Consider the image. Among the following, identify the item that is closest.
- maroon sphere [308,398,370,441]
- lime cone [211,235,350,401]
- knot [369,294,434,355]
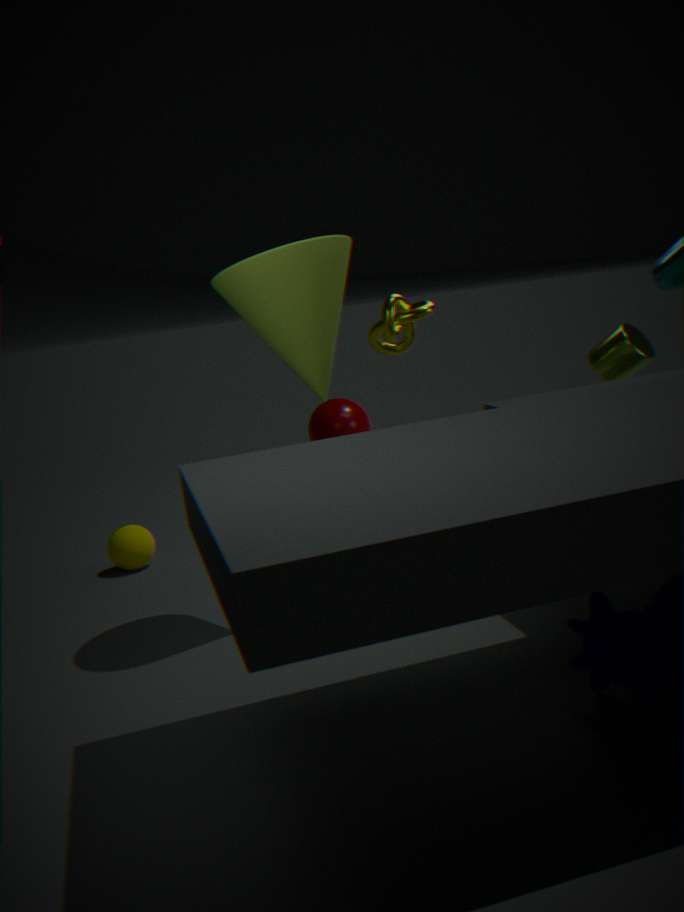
lime cone [211,235,350,401]
